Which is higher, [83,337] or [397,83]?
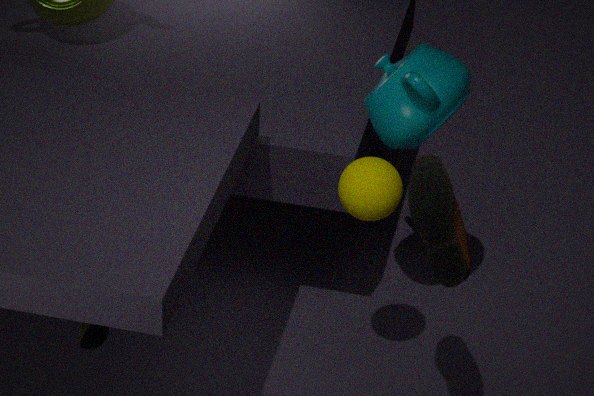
[397,83]
